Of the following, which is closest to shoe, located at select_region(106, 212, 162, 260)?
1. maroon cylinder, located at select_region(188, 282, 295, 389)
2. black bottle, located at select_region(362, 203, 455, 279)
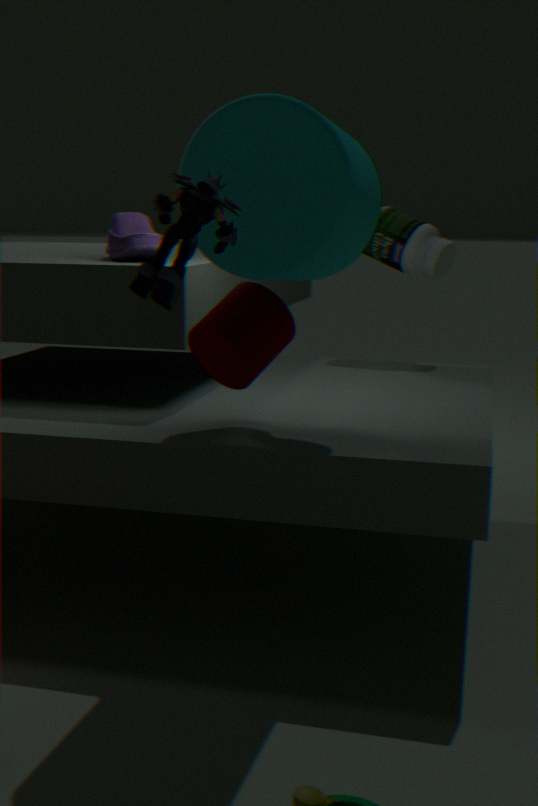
maroon cylinder, located at select_region(188, 282, 295, 389)
